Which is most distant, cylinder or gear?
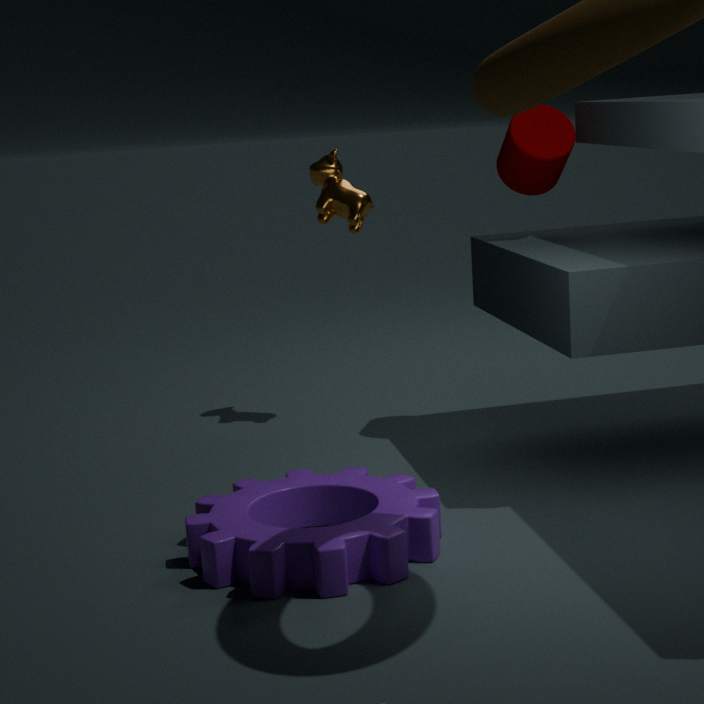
cylinder
